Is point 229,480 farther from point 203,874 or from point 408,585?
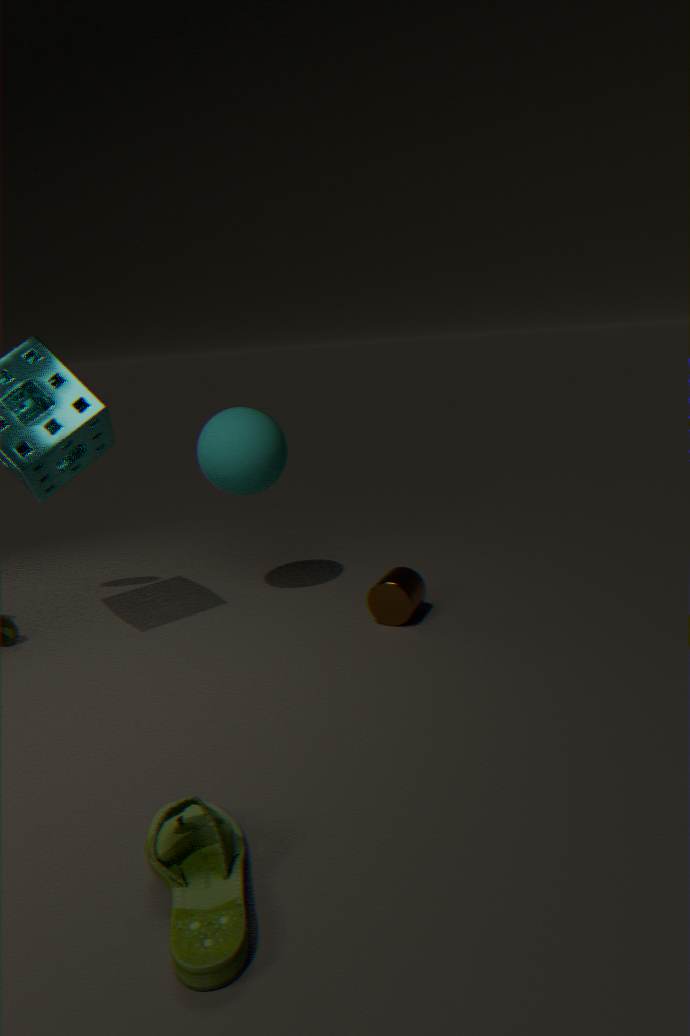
point 203,874
